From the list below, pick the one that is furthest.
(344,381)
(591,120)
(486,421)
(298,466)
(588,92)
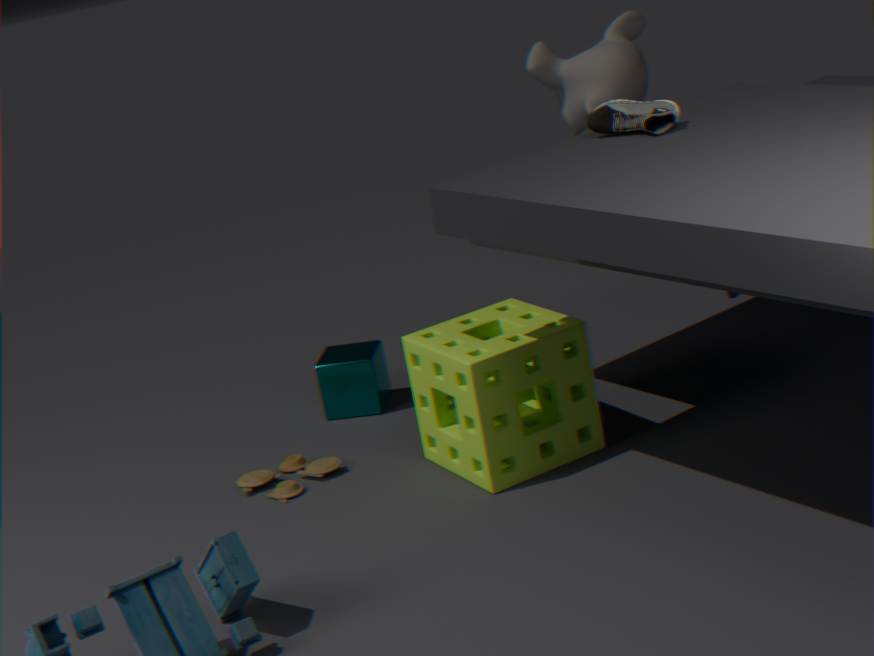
(588,92)
